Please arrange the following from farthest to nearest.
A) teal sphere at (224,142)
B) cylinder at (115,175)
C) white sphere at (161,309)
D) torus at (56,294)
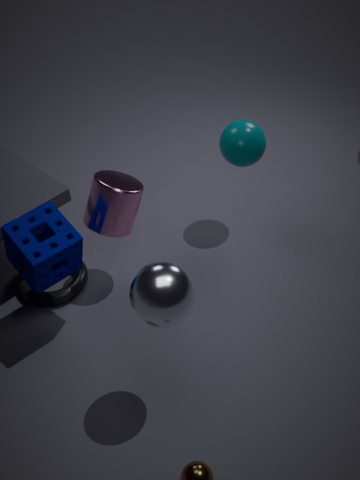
1. teal sphere at (224,142)
2. torus at (56,294)
3. cylinder at (115,175)
4. white sphere at (161,309)
